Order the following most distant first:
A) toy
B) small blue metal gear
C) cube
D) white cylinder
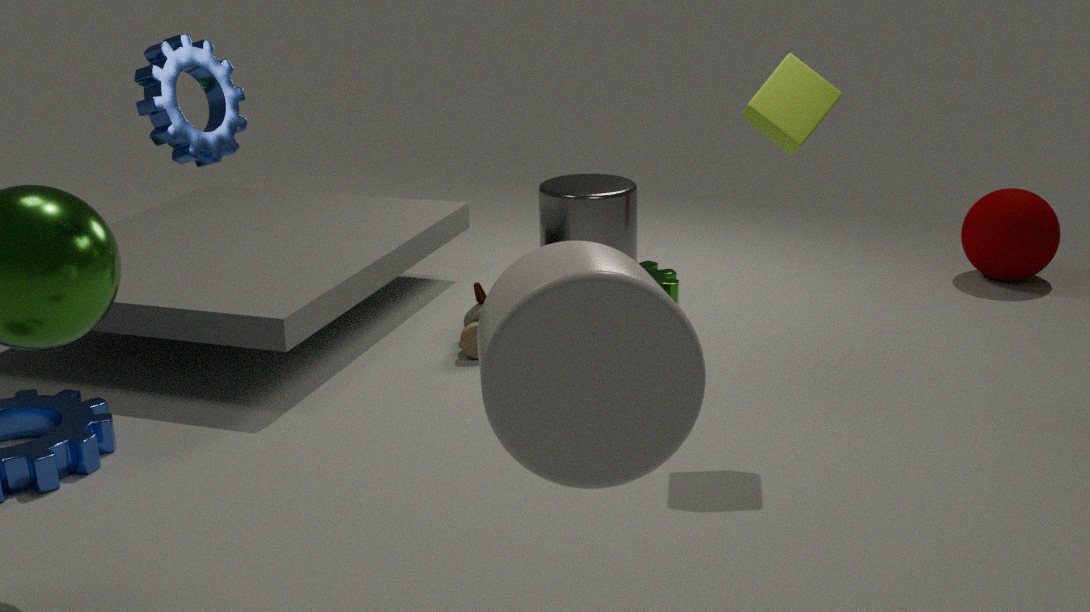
1. toy
2. cube
3. small blue metal gear
4. white cylinder
